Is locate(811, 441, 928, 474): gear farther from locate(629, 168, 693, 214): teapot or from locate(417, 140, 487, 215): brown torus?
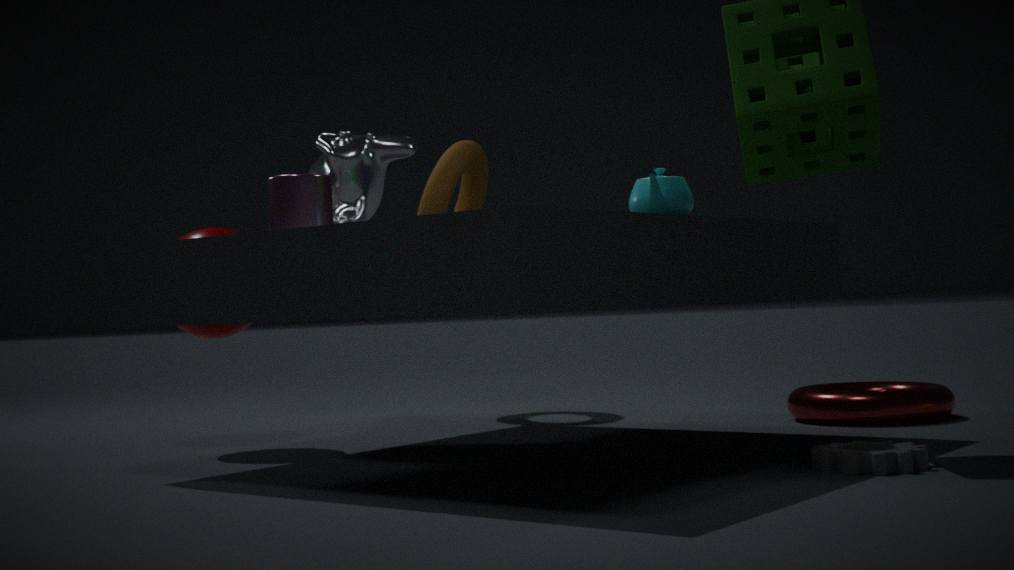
locate(417, 140, 487, 215): brown torus
